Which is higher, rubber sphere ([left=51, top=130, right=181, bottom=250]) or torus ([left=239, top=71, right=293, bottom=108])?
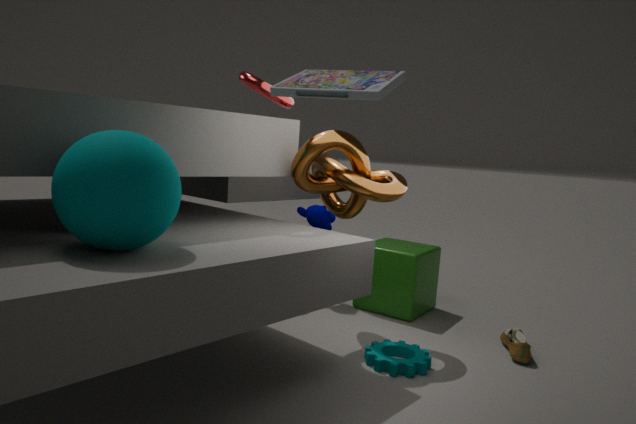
torus ([left=239, top=71, right=293, bottom=108])
